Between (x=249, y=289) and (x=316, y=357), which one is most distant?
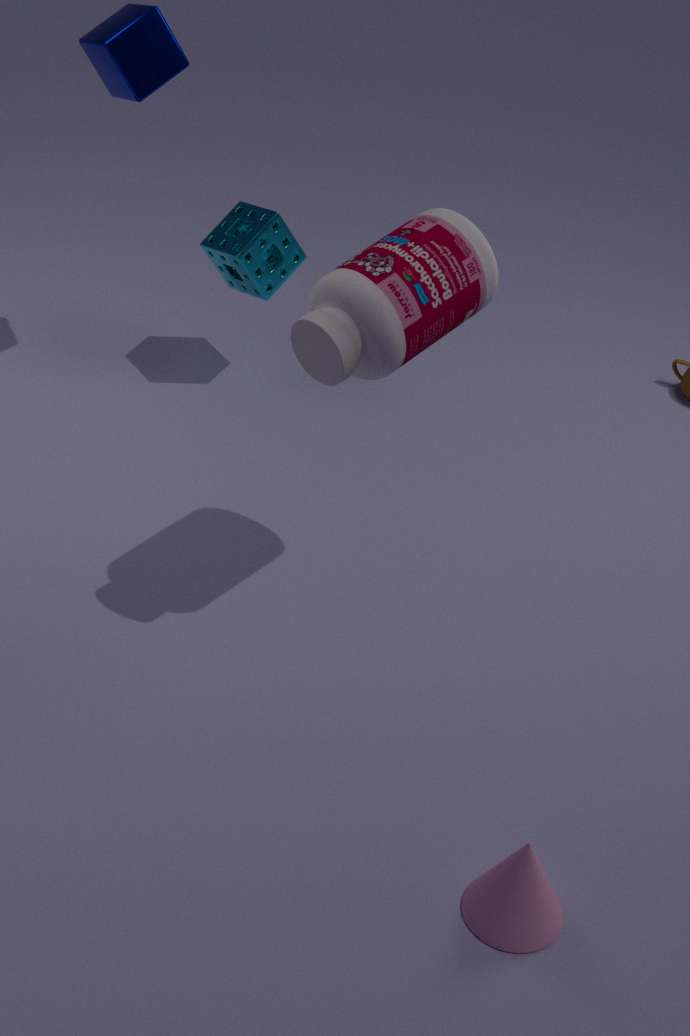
(x=249, y=289)
